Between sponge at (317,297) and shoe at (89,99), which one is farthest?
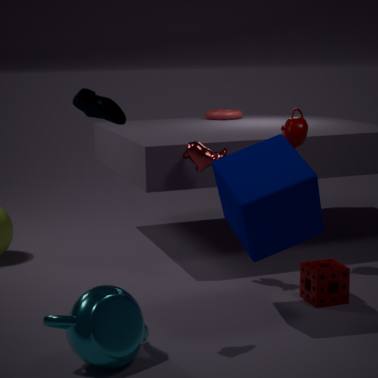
sponge at (317,297)
